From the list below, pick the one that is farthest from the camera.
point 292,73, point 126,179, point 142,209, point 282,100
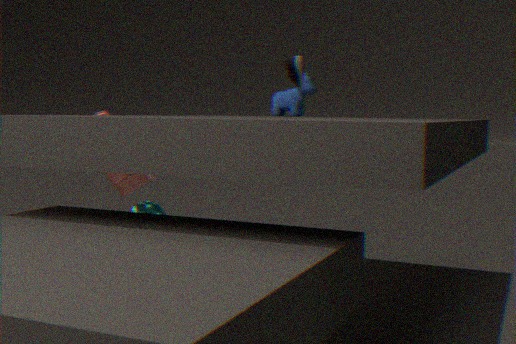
point 142,209
